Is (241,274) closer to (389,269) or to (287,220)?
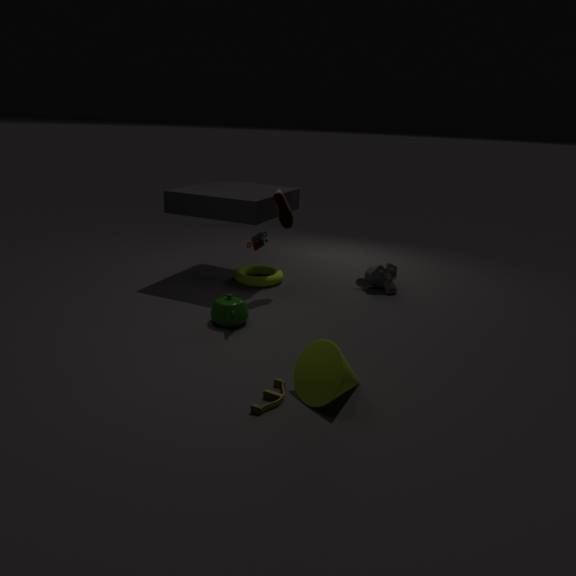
(287,220)
